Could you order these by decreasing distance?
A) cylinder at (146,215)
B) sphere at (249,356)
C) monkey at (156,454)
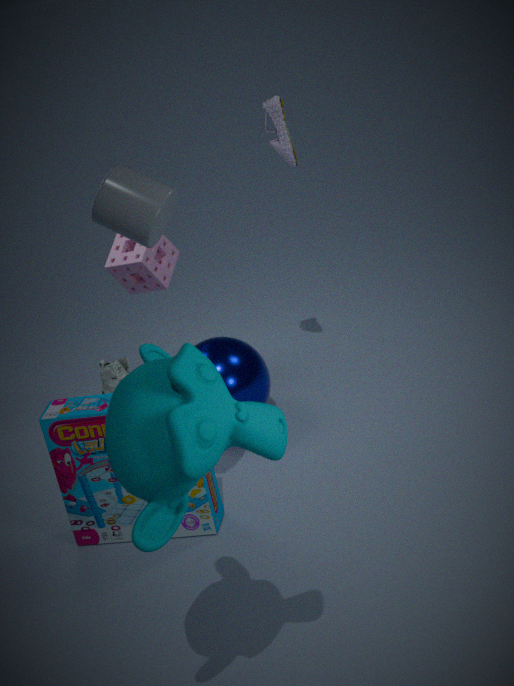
B. sphere at (249,356)
A. cylinder at (146,215)
C. monkey at (156,454)
